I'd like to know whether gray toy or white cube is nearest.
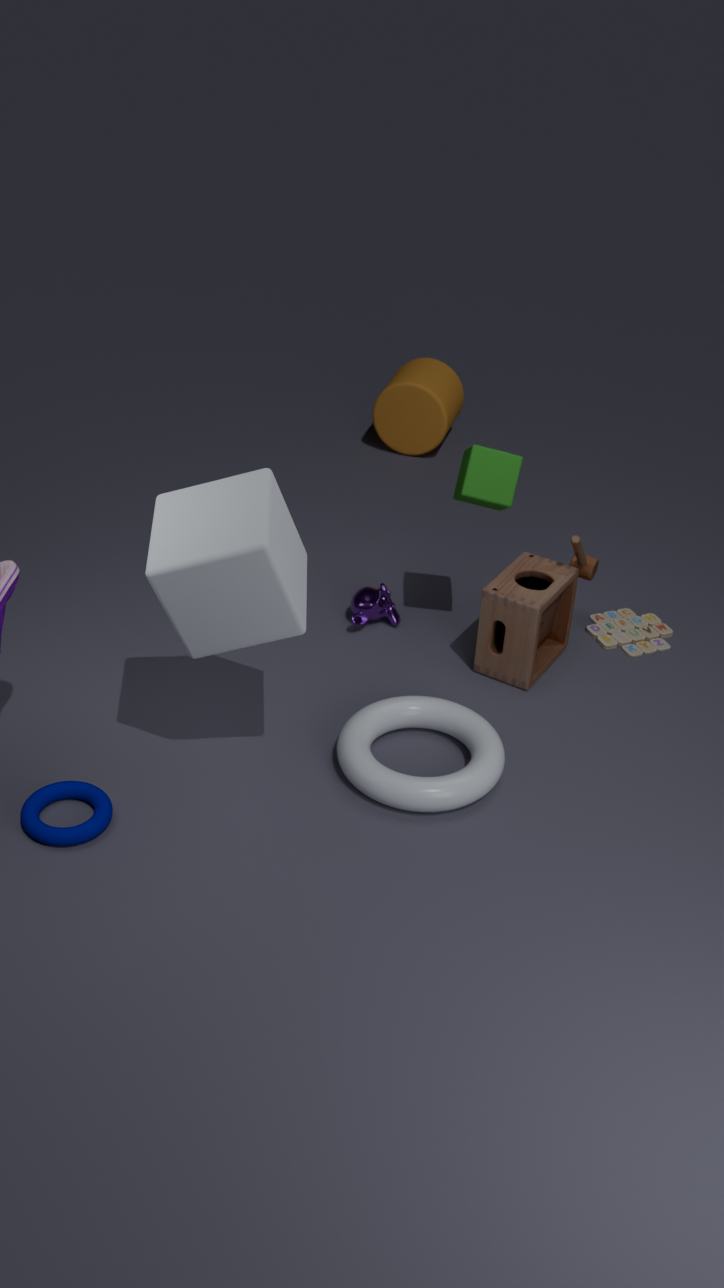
white cube
